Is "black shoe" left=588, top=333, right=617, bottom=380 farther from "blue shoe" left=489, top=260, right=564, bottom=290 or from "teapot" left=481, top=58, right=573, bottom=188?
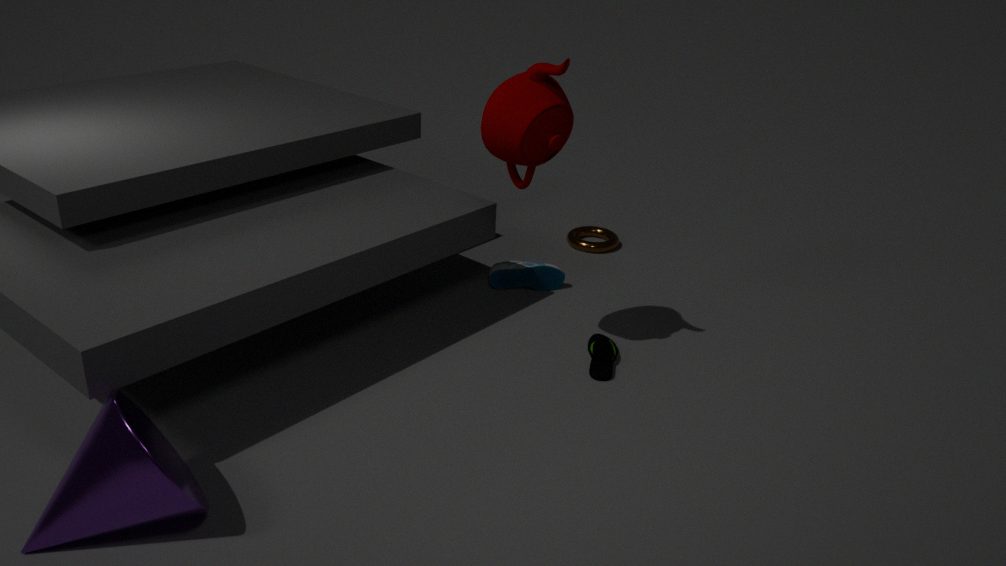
"teapot" left=481, top=58, right=573, bottom=188
